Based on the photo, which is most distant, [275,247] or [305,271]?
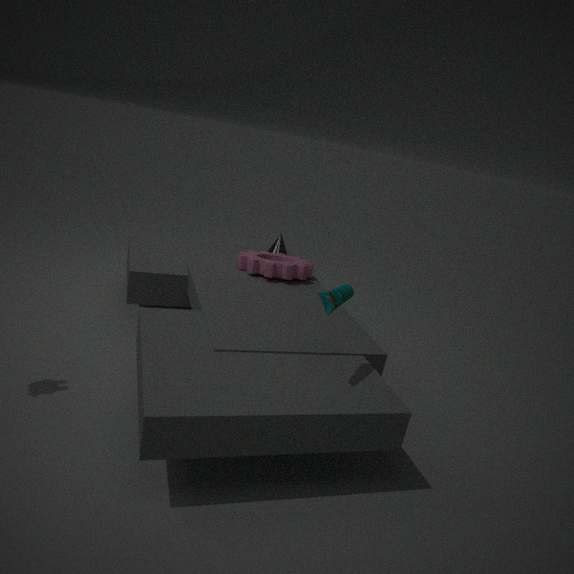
[275,247]
